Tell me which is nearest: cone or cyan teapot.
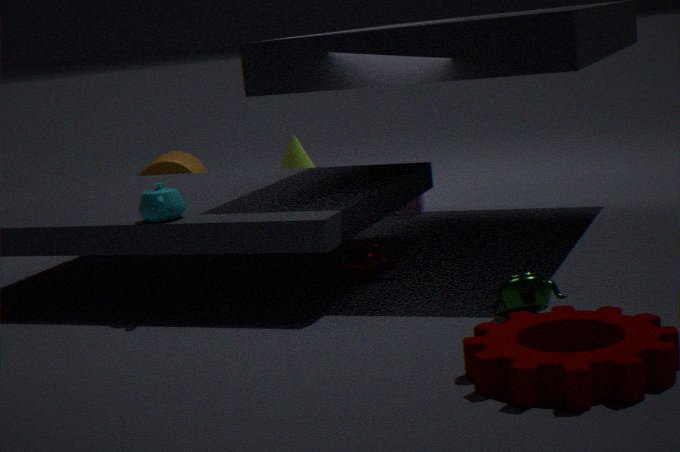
cyan teapot
